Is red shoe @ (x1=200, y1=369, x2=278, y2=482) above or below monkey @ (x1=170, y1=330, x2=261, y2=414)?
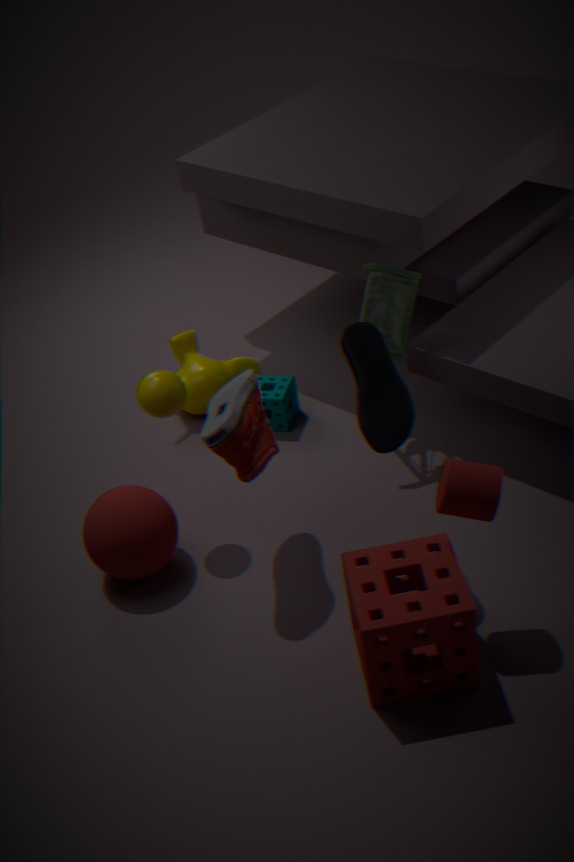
above
